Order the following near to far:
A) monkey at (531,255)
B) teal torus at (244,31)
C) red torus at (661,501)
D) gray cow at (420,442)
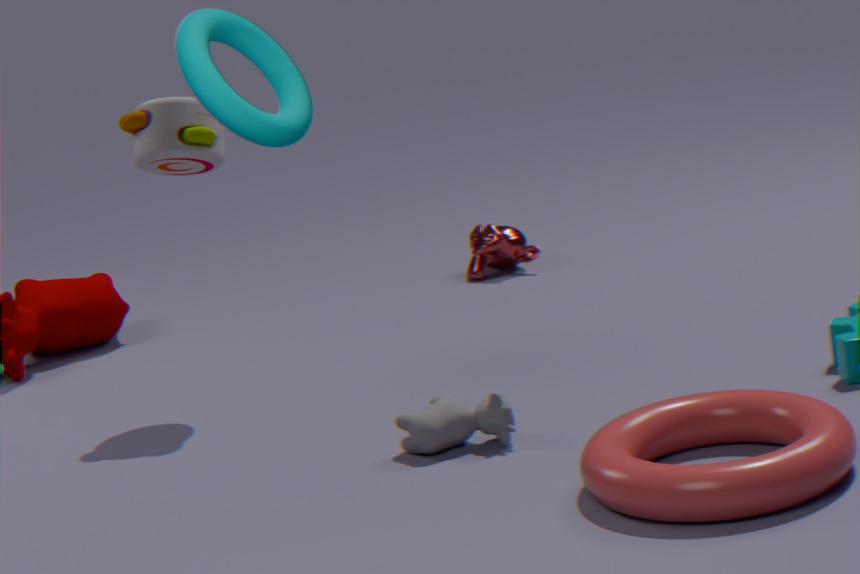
teal torus at (244,31)
red torus at (661,501)
gray cow at (420,442)
monkey at (531,255)
